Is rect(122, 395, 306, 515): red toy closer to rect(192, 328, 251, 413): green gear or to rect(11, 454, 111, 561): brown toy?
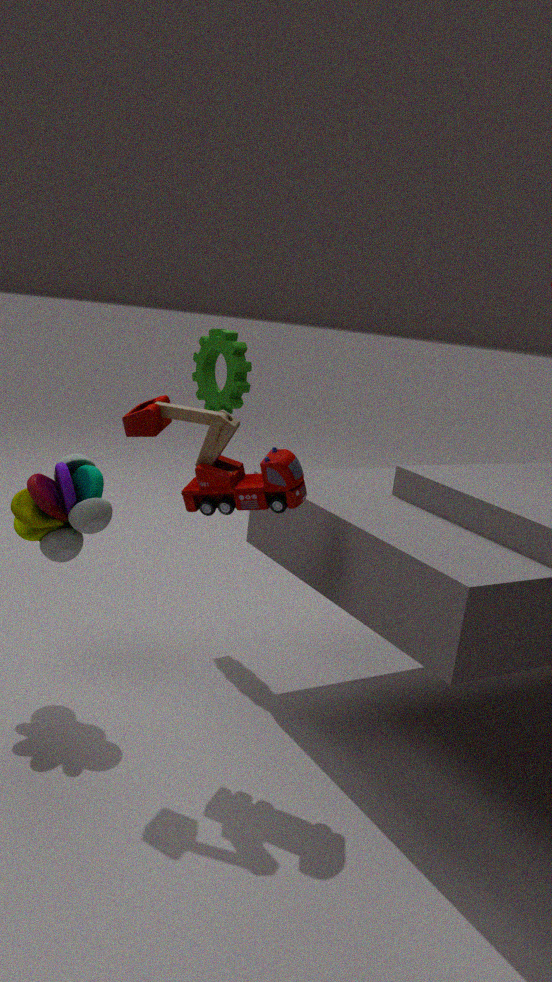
rect(11, 454, 111, 561): brown toy
